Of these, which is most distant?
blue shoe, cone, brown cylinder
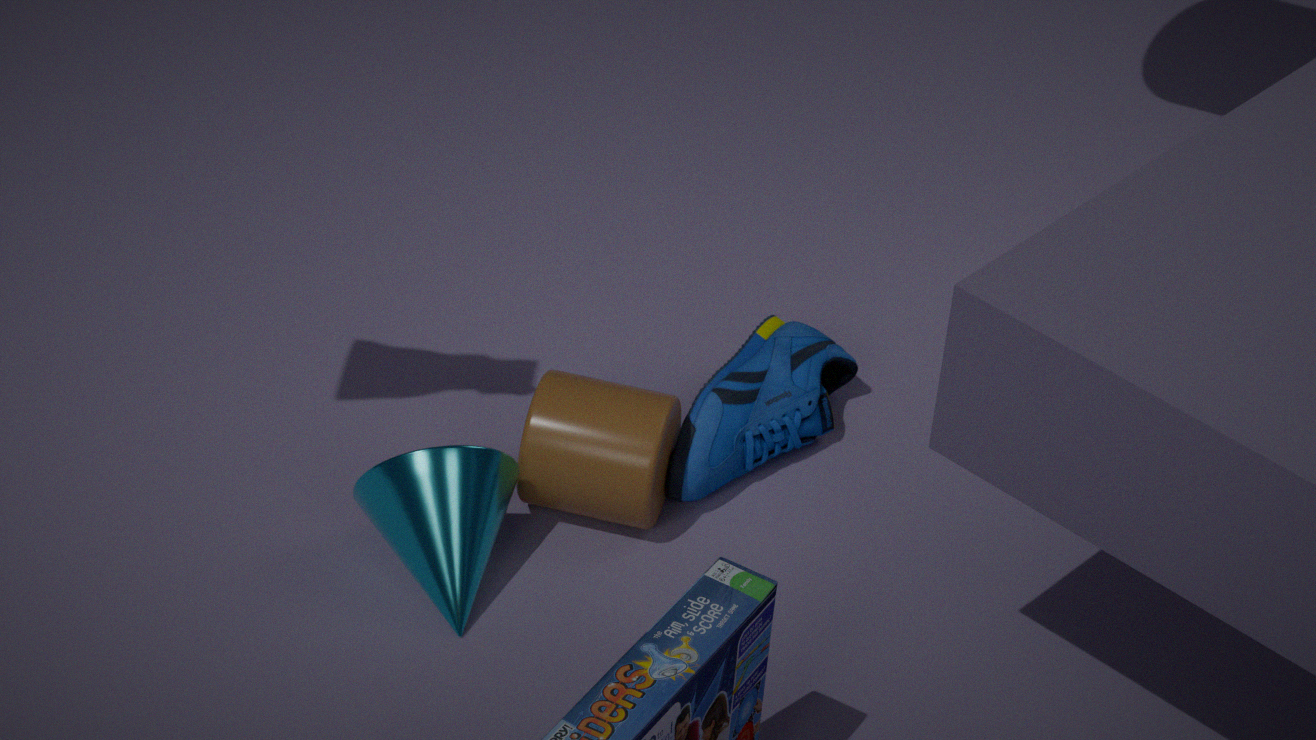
blue shoe
